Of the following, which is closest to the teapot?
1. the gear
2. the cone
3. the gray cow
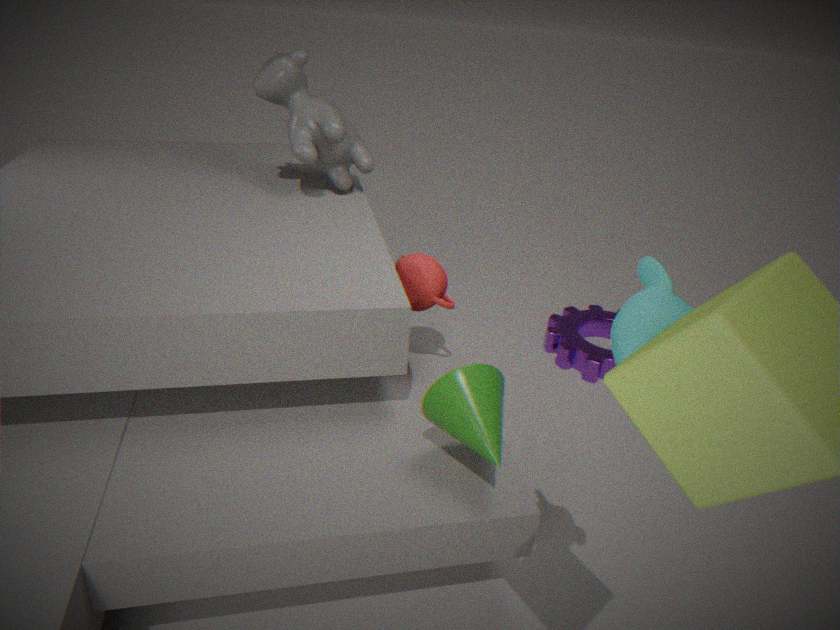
the cone
